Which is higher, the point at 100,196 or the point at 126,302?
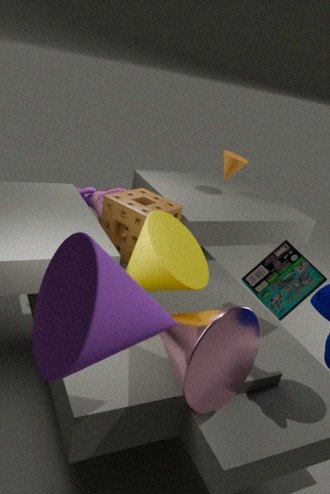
the point at 126,302
